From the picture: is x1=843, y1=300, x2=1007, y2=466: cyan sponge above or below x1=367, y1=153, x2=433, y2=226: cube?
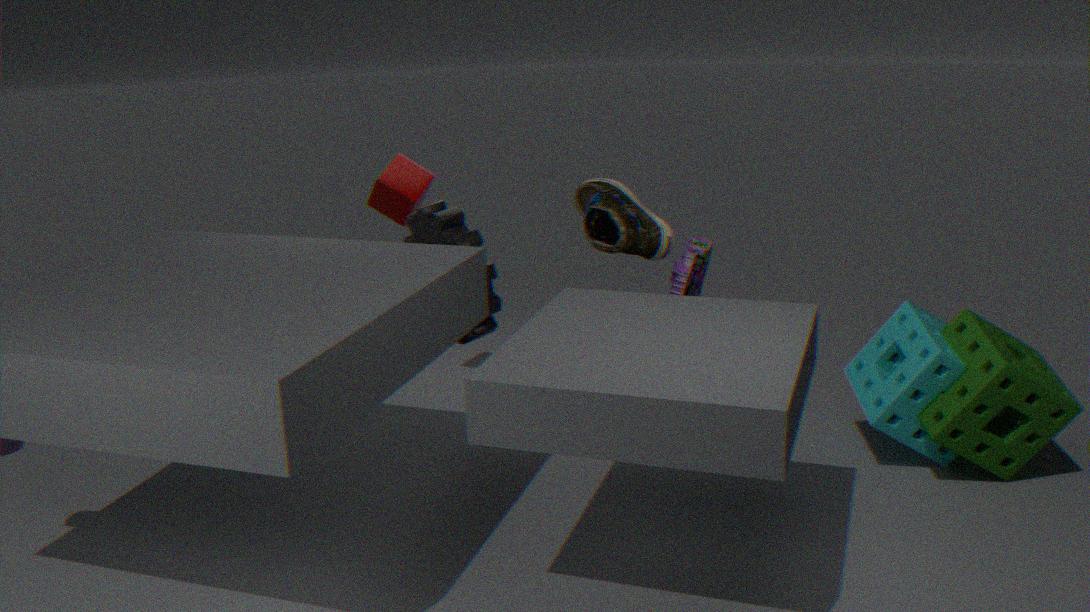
below
